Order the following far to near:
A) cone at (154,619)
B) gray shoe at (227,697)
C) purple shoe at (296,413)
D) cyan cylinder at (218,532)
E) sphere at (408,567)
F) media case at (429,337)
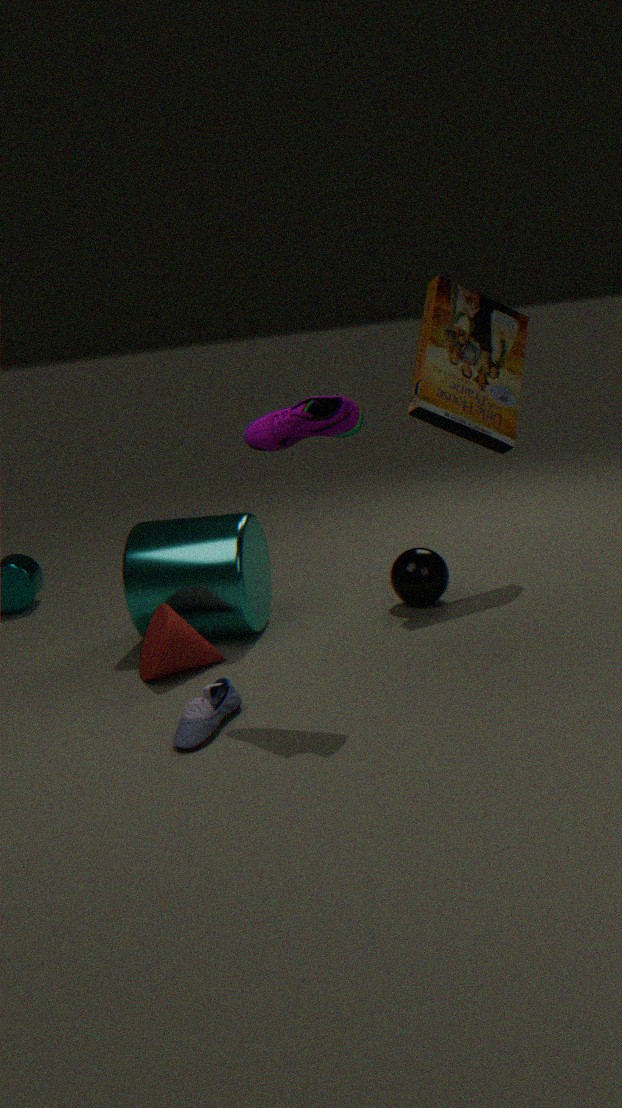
1. media case at (429,337)
2. sphere at (408,567)
3. cyan cylinder at (218,532)
4. cone at (154,619)
5. purple shoe at (296,413)
6. gray shoe at (227,697)
